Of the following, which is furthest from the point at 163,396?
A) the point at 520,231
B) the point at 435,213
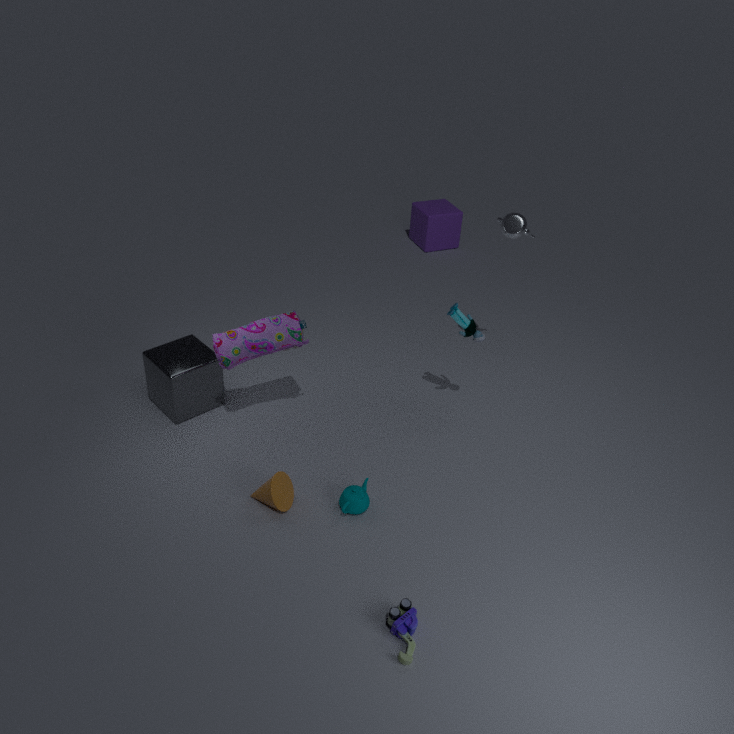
the point at 435,213
